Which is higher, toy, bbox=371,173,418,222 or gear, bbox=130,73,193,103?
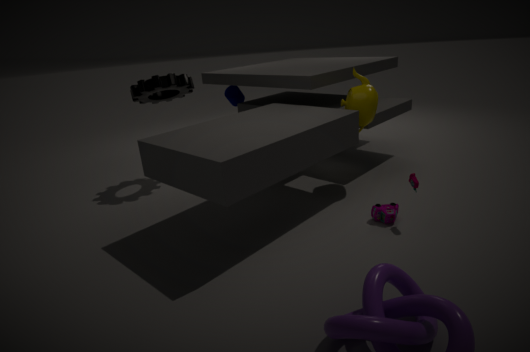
gear, bbox=130,73,193,103
